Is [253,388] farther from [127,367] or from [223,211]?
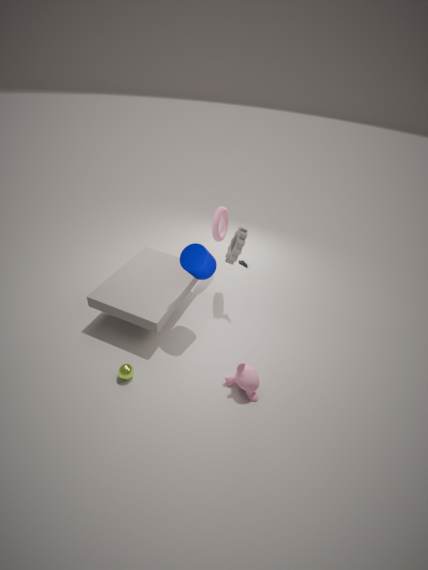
[223,211]
